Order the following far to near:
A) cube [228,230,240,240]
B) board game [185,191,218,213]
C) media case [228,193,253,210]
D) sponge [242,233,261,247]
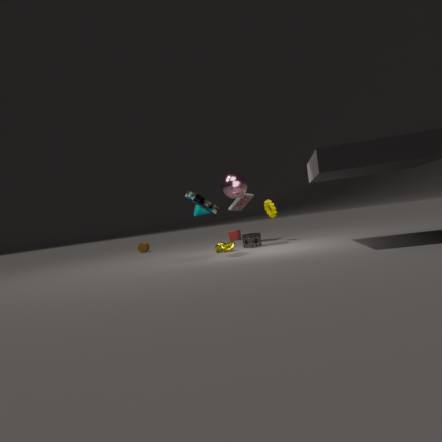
1. cube [228,230,240,240]
2. media case [228,193,253,210]
3. sponge [242,233,261,247]
4. board game [185,191,218,213]
